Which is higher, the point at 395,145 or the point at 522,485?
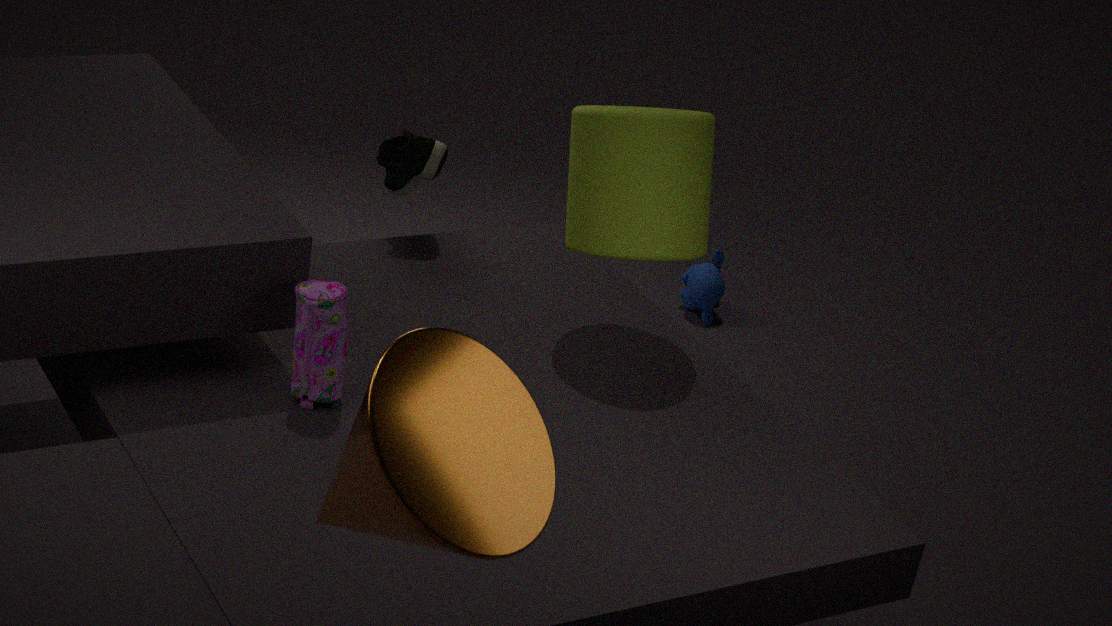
the point at 522,485
